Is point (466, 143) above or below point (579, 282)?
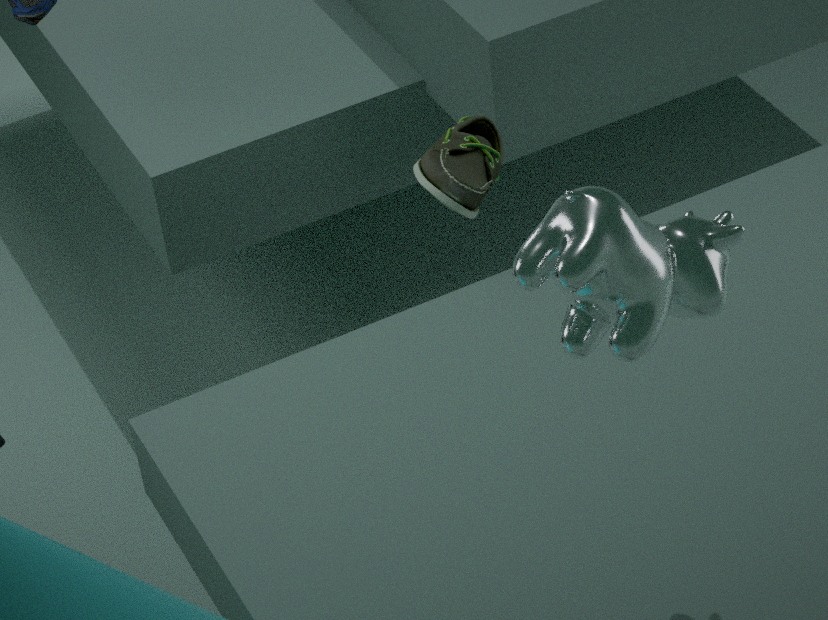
below
